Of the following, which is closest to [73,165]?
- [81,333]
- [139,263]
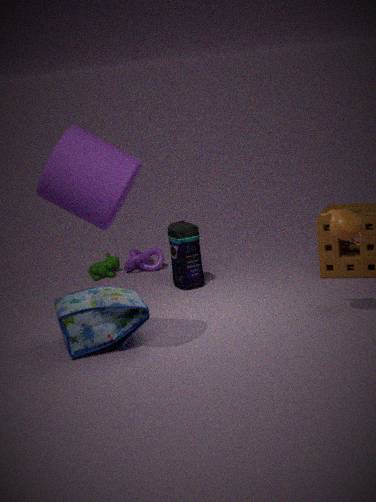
[81,333]
